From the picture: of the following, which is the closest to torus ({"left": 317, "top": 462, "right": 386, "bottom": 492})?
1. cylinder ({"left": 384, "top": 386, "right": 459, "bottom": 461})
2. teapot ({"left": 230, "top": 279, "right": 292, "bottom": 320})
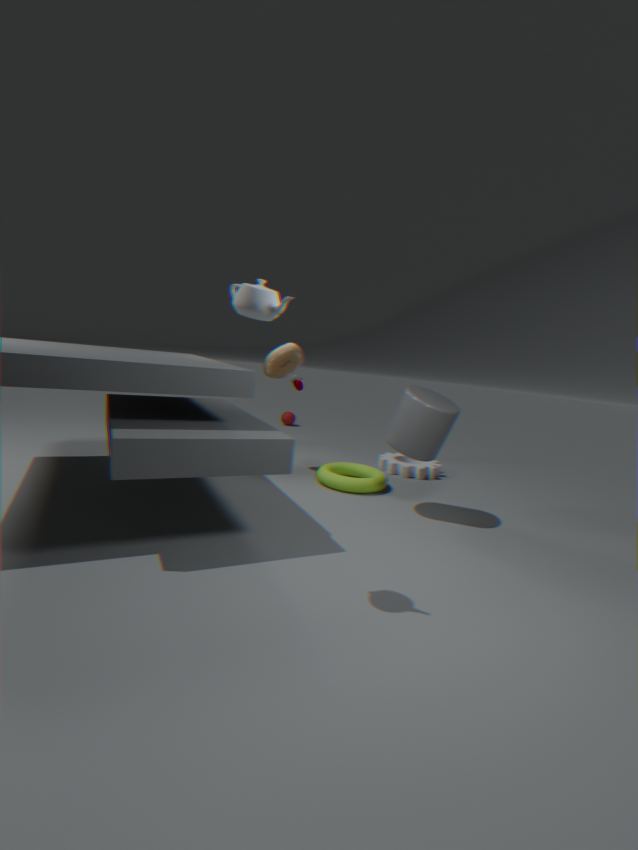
cylinder ({"left": 384, "top": 386, "right": 459, "bottom": 461})
